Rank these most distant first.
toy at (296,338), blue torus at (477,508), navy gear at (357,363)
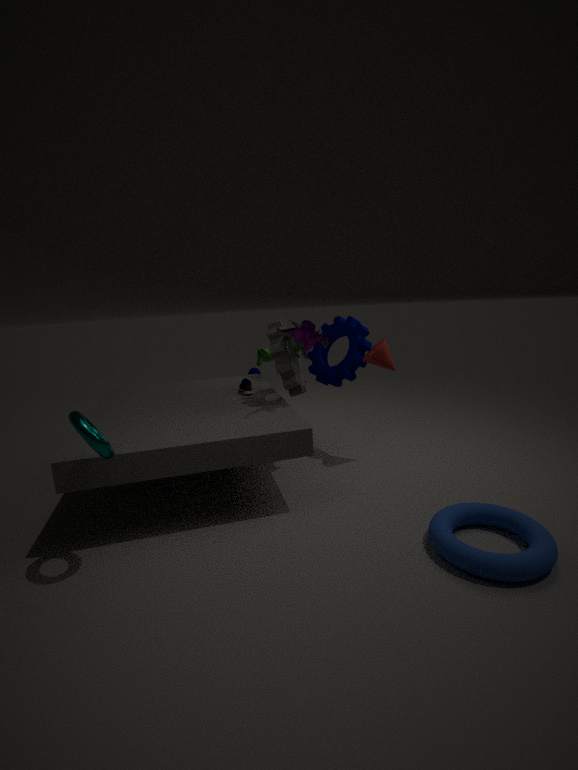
navy gear at (357,363) → toy at (296,338) → blue torus at (477,508)
